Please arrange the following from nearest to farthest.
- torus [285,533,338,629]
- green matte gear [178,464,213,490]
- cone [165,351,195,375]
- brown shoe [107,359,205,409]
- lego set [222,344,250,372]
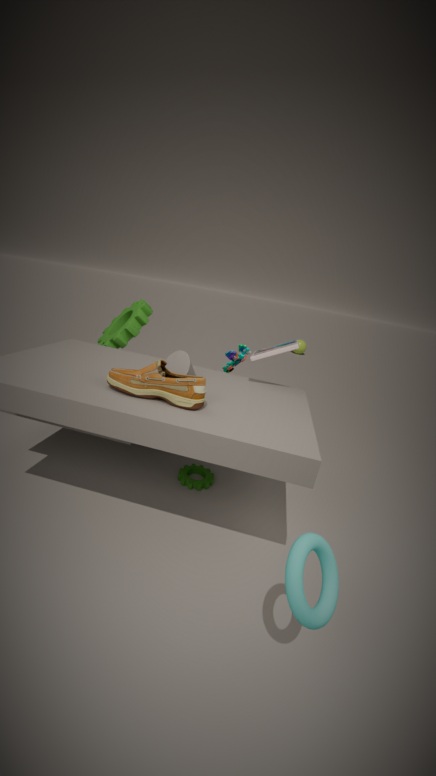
torus [285,533,338,629] < brown shoe [107,359,205,409] < cone [165,351,195,375] < green matte gear [178,464,213,490] < lego set [222,344,250,372]
